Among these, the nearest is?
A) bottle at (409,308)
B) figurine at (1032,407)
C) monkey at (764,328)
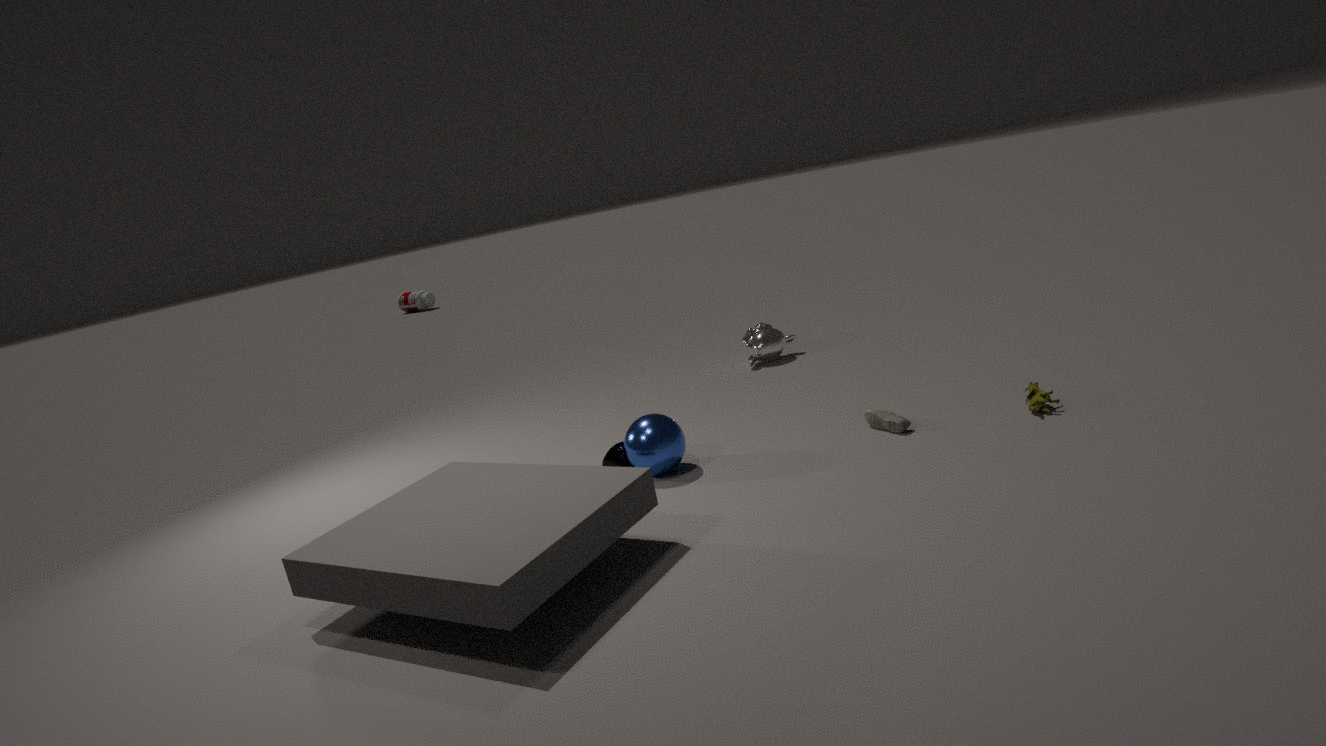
figurine at (1032,407)
